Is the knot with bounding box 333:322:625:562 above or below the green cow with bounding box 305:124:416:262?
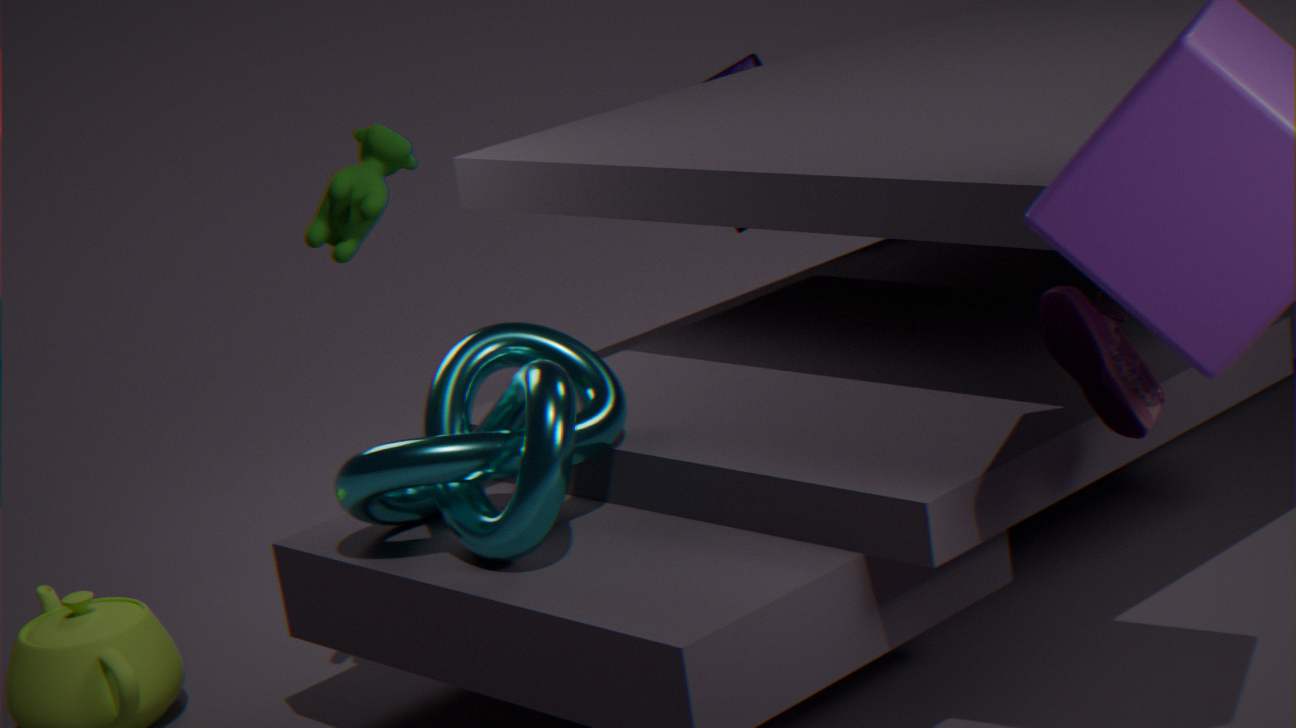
below
